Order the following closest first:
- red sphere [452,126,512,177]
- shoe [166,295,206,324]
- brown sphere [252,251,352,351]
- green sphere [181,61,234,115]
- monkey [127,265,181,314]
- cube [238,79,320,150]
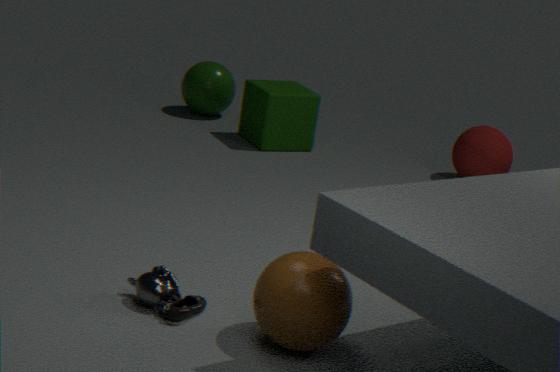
brown sphere [252,251,352,351] → shoe [166,295,206,324] → monkey [127,265,181,314] → red sphere [452,126,512,177] → cube [238,79,320,150] → green sphere [181,61,234,115]
